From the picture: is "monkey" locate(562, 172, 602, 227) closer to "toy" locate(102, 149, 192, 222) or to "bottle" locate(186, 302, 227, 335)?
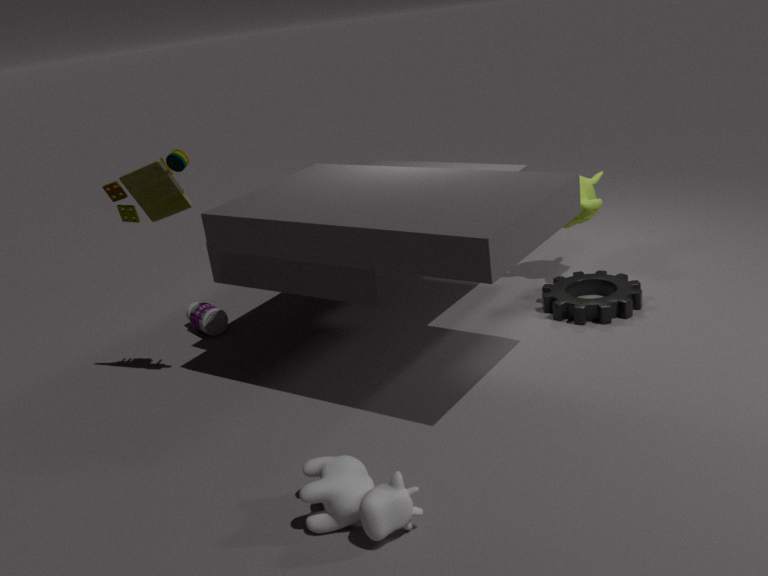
"bottle" locate(186, 302, 227, 335)
